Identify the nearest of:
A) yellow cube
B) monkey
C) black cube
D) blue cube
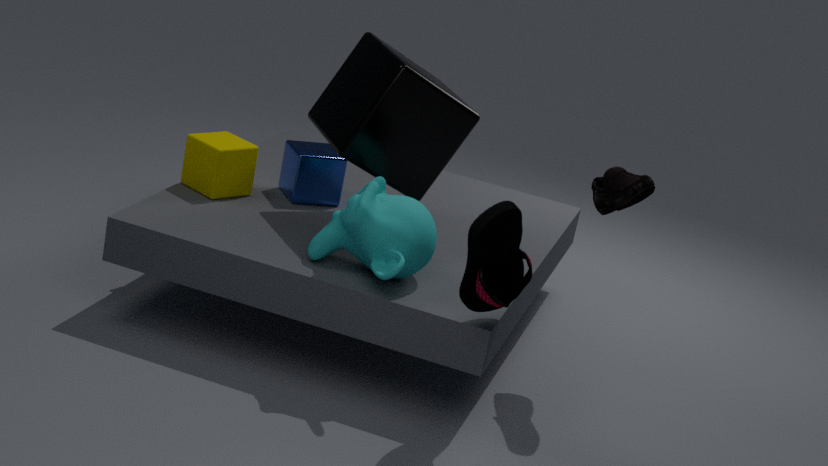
monkey
